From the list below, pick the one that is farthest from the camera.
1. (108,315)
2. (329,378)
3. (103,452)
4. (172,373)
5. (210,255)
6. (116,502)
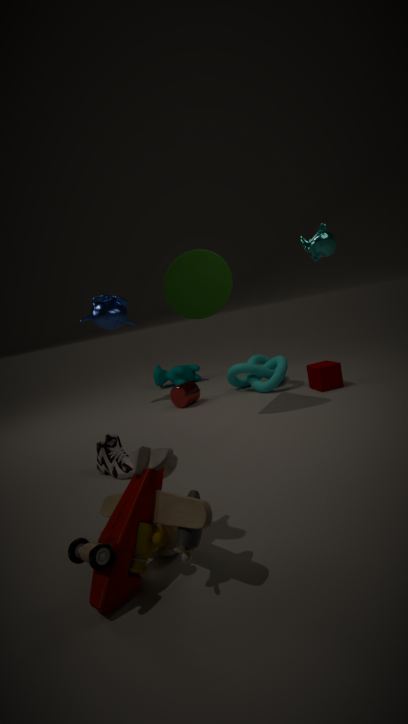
(172,373)
